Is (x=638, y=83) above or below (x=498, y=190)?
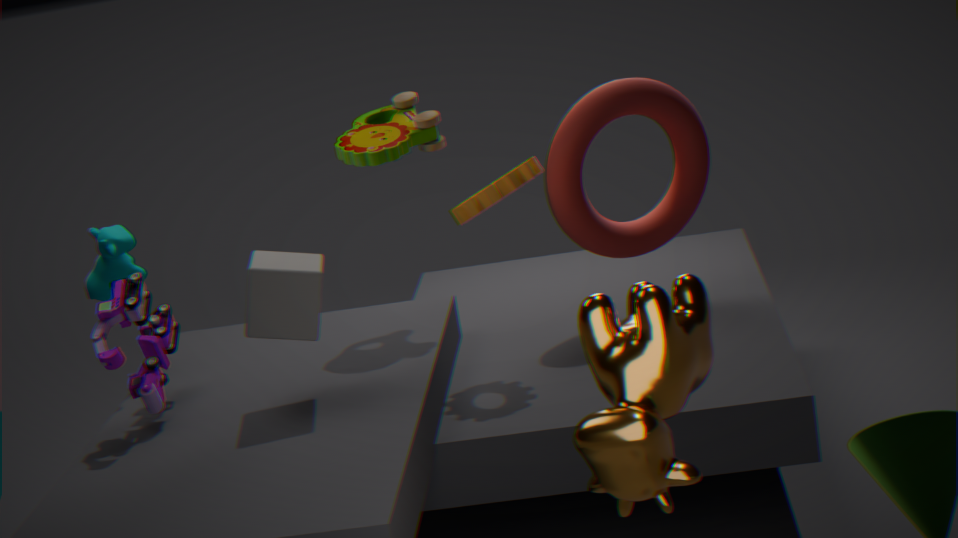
below
